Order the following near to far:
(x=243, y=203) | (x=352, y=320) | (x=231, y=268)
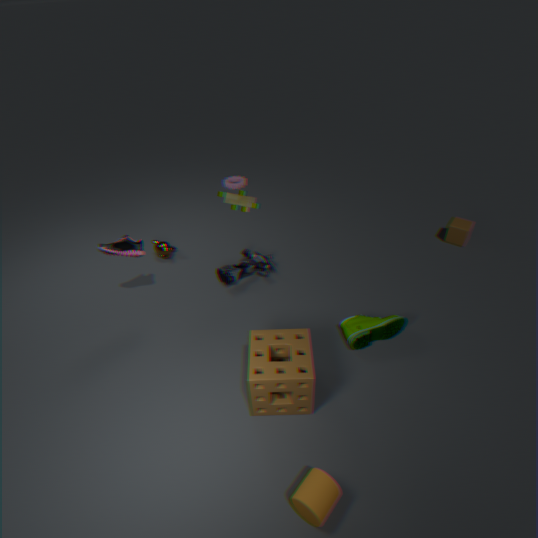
(x=243, y=203)
(x=352, y=320)
(x=231, y=268)
